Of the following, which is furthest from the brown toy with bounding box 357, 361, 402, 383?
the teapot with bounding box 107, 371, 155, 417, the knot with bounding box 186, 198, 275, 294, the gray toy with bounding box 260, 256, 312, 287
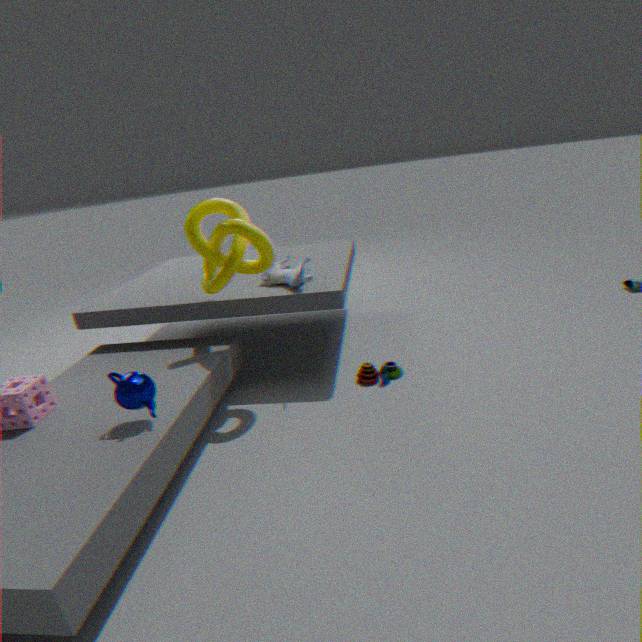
the teapot with bounding box 107, 371, 155, 417
